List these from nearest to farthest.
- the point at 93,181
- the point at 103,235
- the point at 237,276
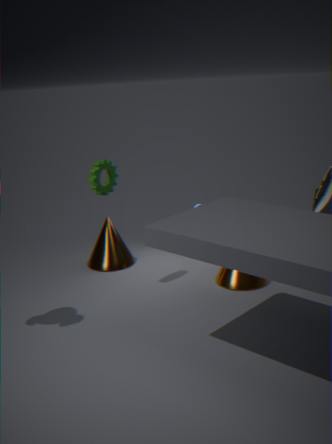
the point at 93,181 < the point at 237,276 < the point at 103,235
